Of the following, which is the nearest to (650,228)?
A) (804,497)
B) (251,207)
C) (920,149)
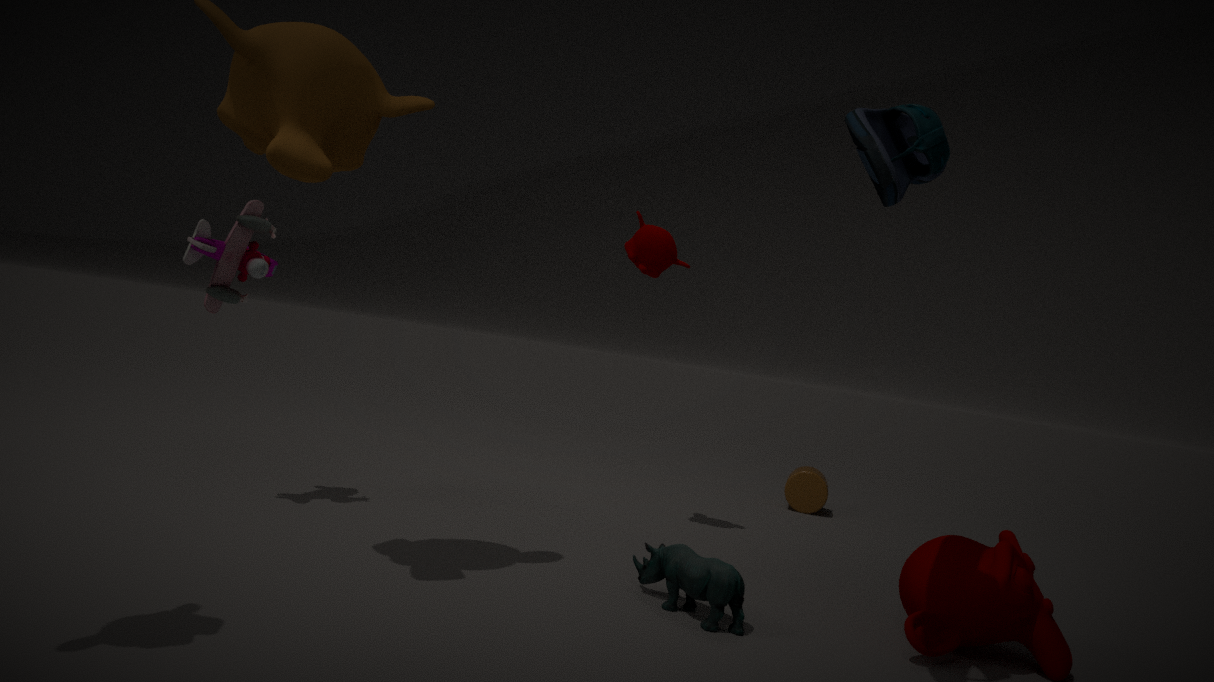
(920,149)
